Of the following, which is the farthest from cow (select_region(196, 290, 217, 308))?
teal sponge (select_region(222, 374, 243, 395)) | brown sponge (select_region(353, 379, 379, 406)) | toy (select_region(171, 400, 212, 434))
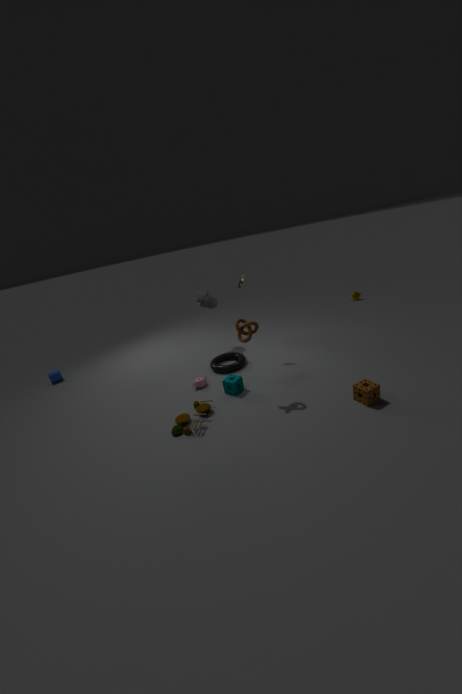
brown sponge (select_region(353, 379, 379, 406))
